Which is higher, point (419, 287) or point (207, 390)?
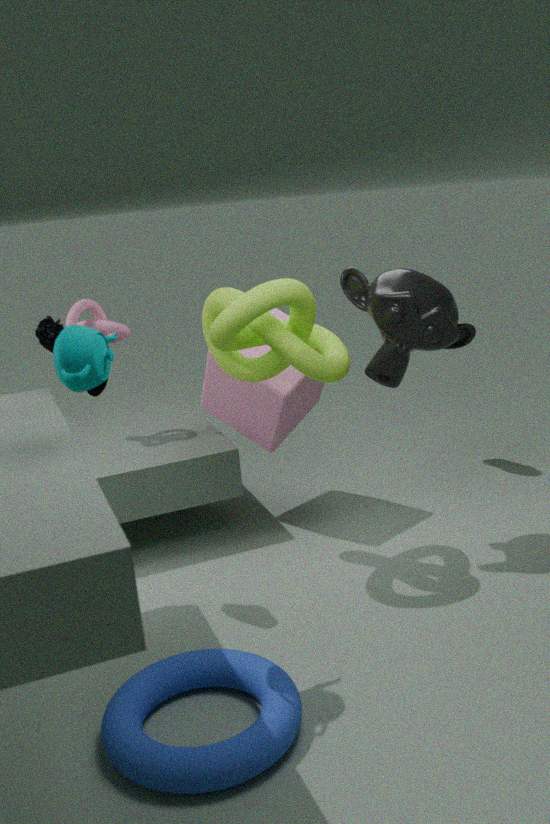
point (419, 287)
